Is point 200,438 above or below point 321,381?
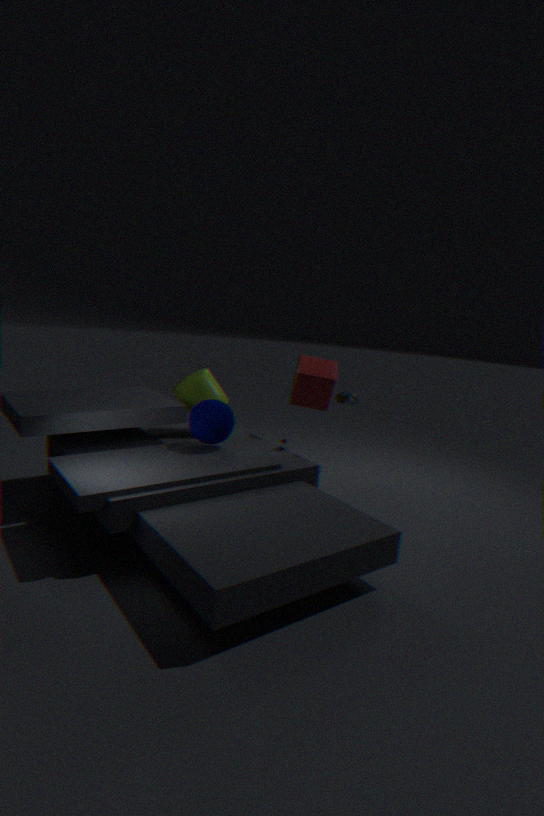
below
